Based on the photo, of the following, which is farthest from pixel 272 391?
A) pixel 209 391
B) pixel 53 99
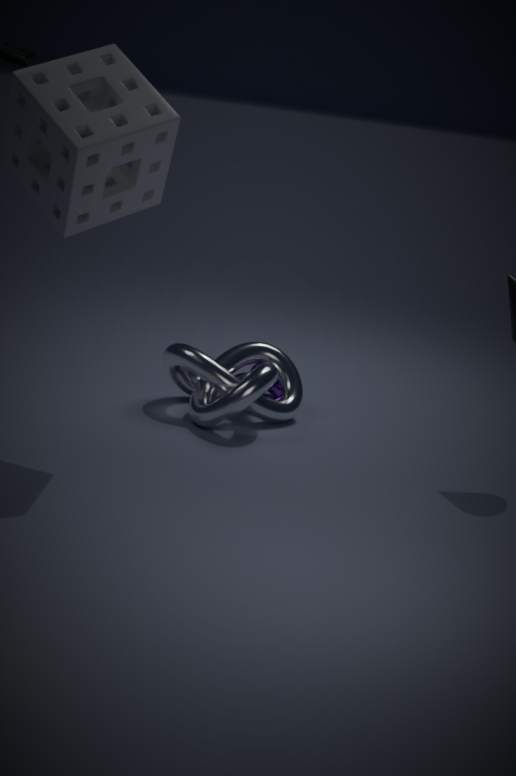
pixel 53 99
